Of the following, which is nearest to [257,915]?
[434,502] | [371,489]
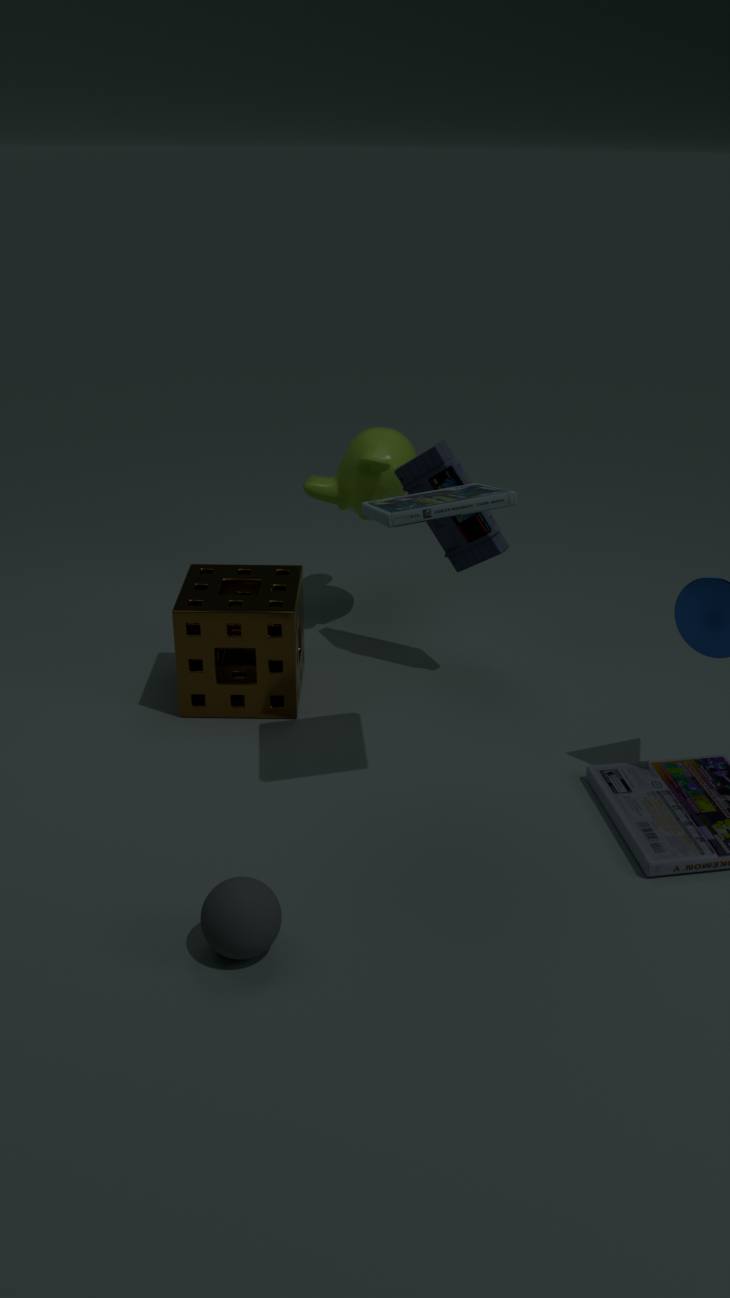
[434,502]
